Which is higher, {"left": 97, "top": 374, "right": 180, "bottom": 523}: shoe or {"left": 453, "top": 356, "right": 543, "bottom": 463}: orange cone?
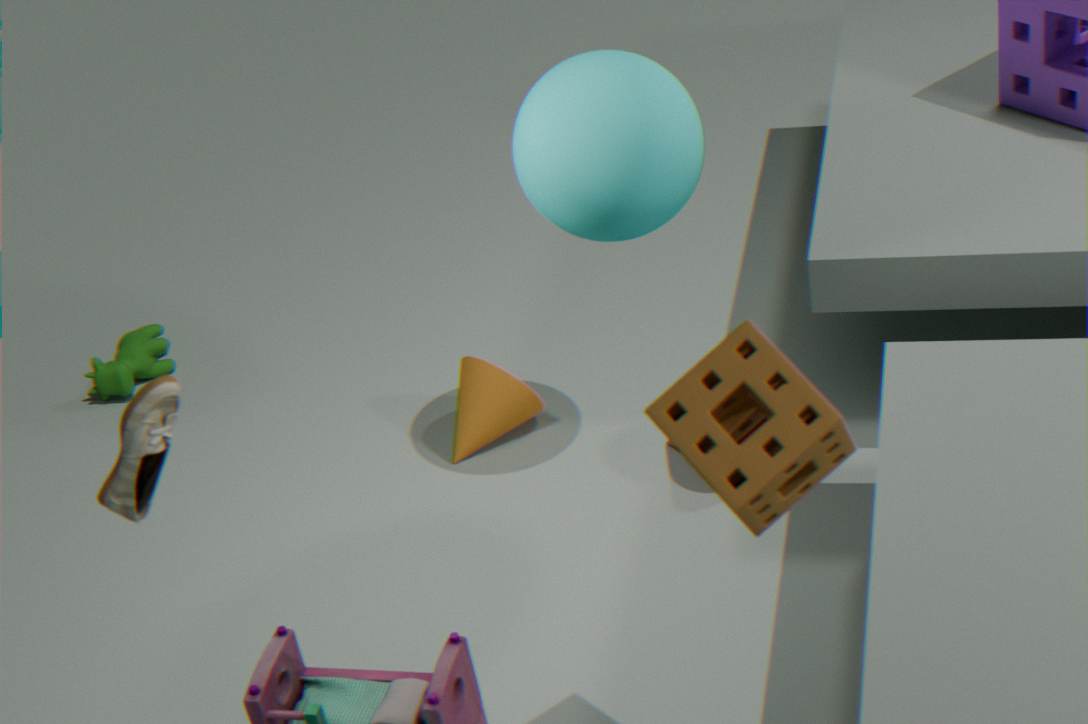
{"left": 97, "top": 374, "right": 180, "bottom": 523}: shoe
